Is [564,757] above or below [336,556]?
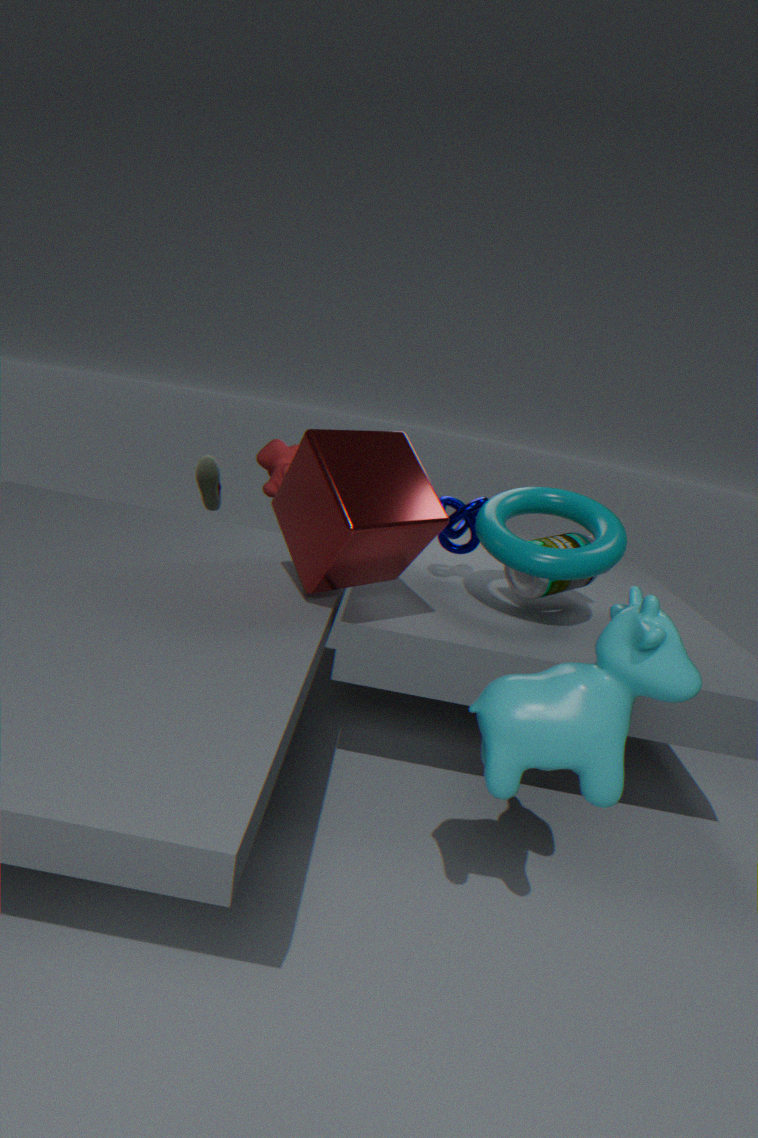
below
